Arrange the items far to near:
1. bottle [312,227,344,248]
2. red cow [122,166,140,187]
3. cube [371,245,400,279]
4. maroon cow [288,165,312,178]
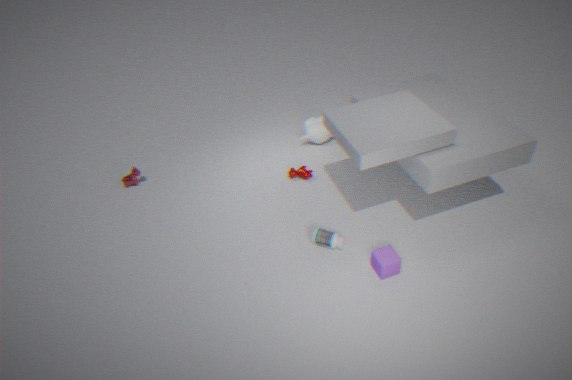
red cow [122,166,140,187], maroon cow [288,165,312,178], bottle [312,227,344,248], cube [371,245,400,279]
